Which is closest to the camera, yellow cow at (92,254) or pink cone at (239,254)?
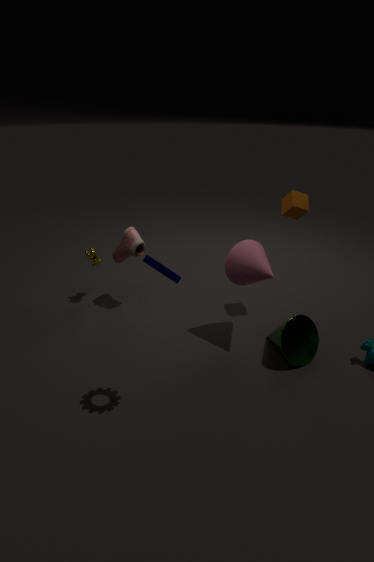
pink cone at (239,254)
